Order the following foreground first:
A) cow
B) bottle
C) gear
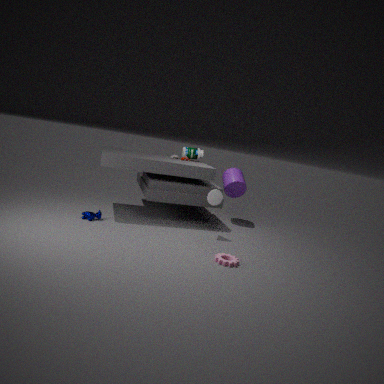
gear < cow < bottle
